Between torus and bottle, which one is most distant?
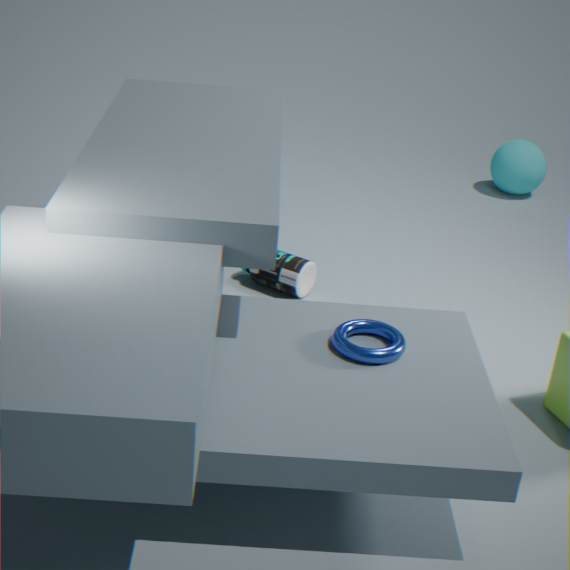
bottle
